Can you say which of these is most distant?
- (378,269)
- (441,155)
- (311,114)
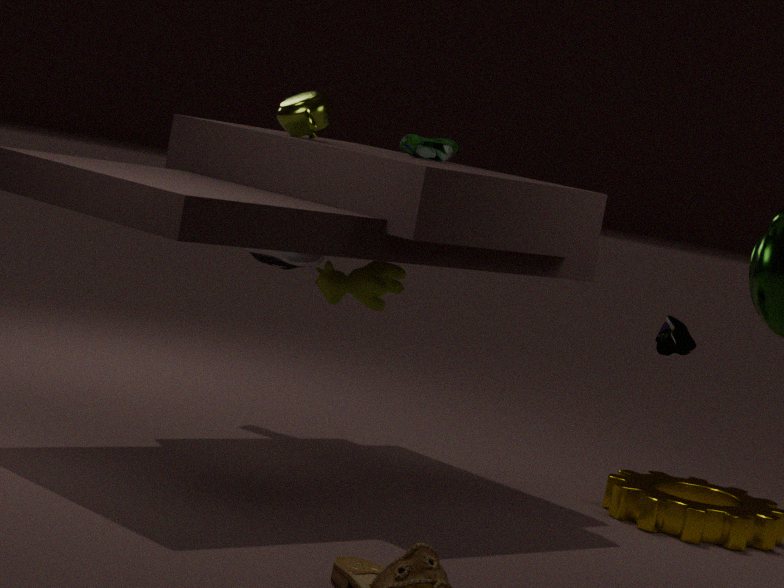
(441,155)
